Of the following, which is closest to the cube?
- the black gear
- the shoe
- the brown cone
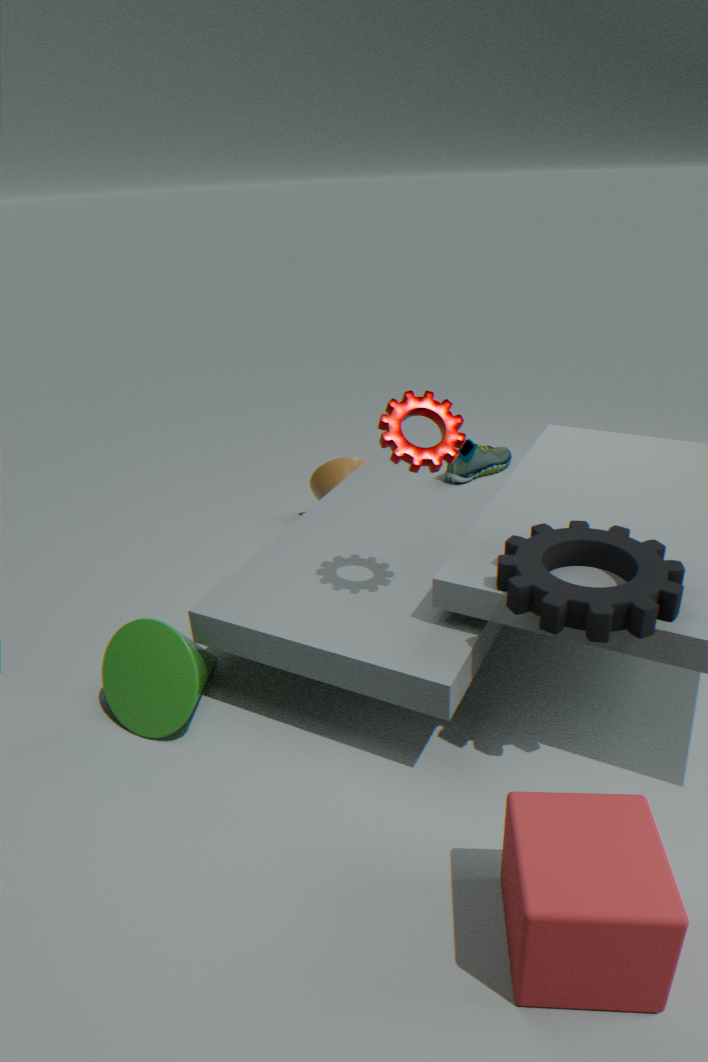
the black gear
